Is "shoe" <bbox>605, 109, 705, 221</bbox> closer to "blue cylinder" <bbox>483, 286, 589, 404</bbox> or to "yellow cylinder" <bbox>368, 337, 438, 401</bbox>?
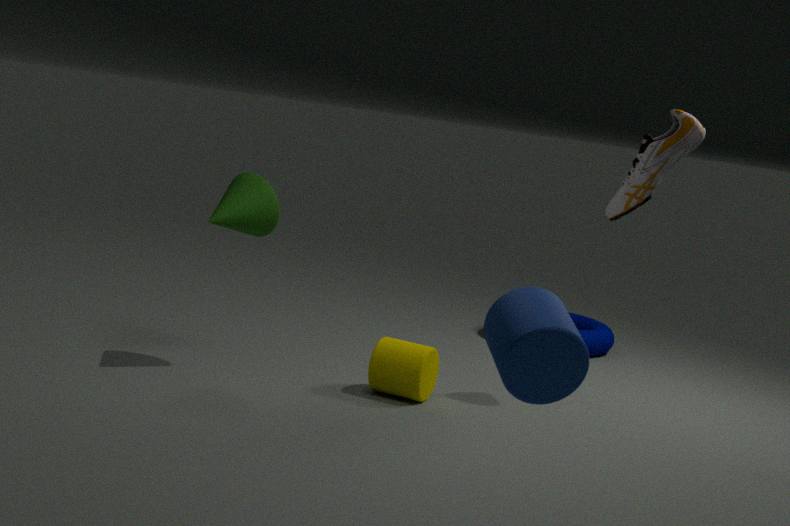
"yellow cylinder" <bbox>368, 337, 438, 401</bbox>
